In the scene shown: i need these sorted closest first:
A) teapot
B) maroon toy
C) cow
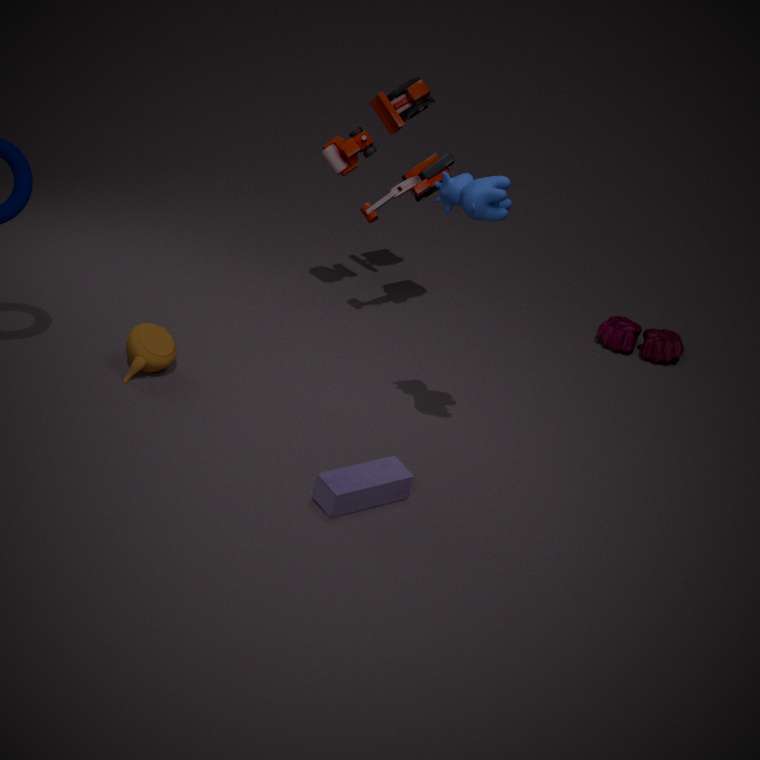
cow
teapot
maroon toy
